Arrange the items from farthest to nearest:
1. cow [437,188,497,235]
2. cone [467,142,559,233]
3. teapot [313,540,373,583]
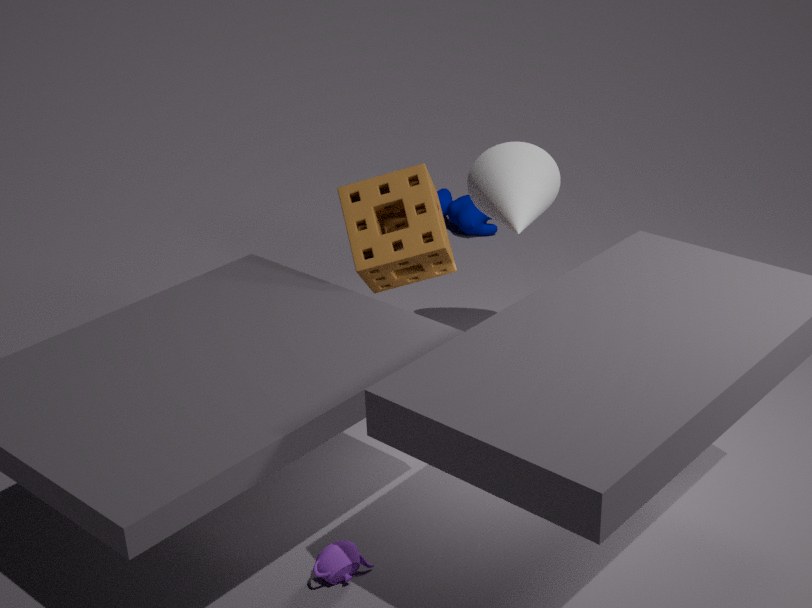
1. cow [437,188,497,235]
2. cone [467,142,559,233]
3. teapot [313,540,373,583]
